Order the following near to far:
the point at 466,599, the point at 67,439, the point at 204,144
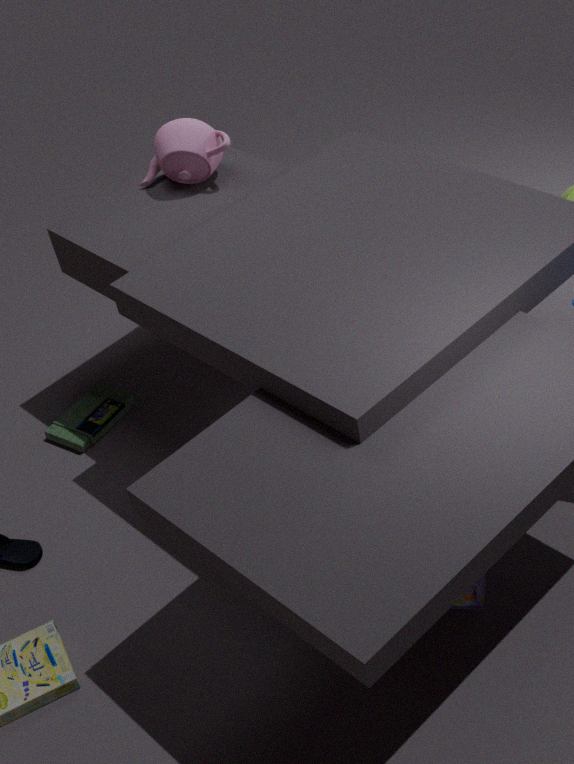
the point at 466,599
the point at 204,144
the point at 67,439
